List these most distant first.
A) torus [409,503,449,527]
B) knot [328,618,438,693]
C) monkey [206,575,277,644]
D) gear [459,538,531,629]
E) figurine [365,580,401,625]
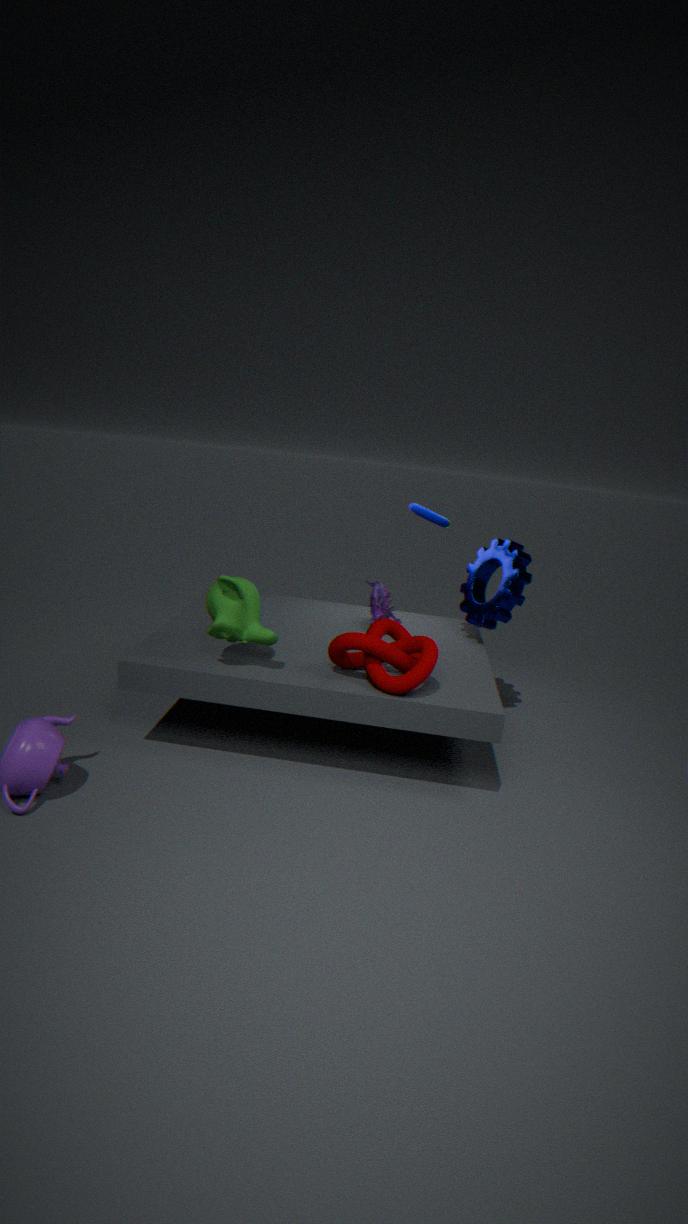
A. torus [409,503,449,527]
E. figurine [365,580,401,625]
D. gear [459,538,531,629]
C. monkey [206,575,277,644]
B. knot [328,618,438,693]
